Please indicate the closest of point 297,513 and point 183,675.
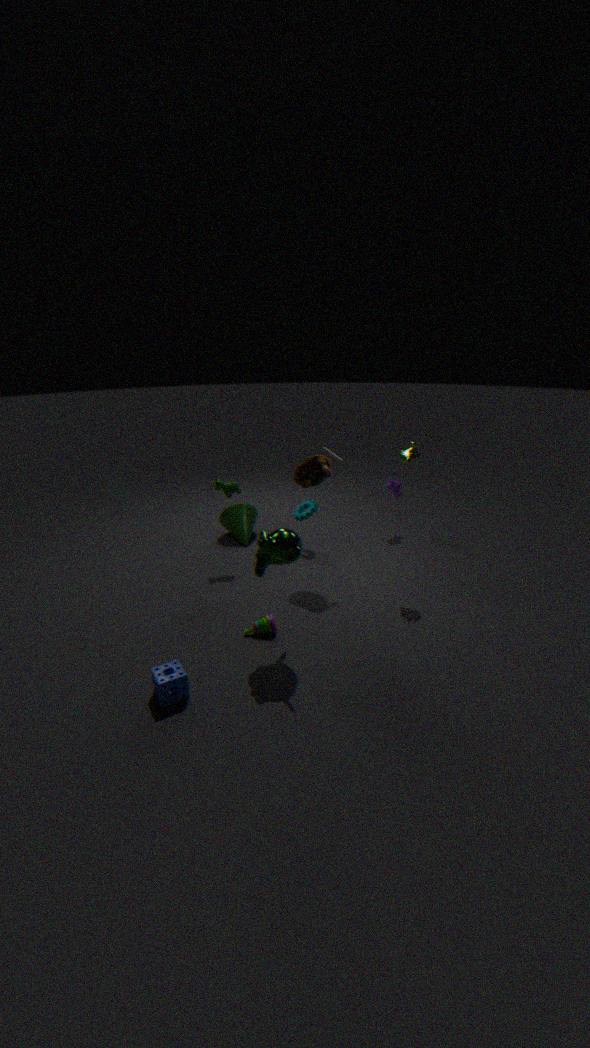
point 183,675
